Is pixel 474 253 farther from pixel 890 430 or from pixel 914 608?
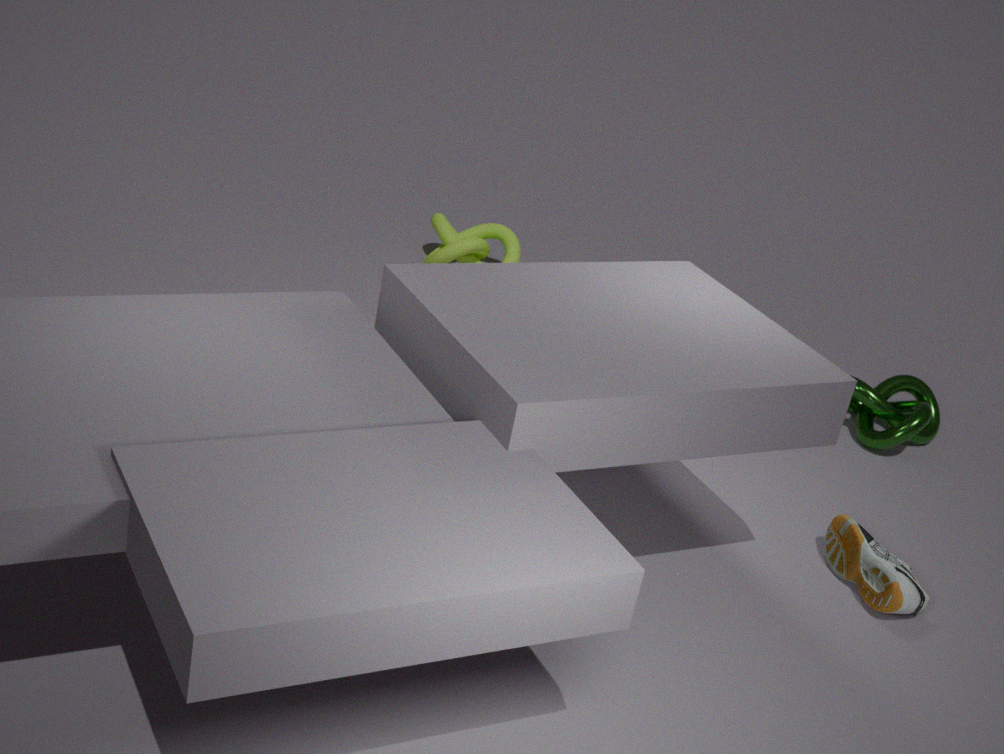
pixel 914 608
